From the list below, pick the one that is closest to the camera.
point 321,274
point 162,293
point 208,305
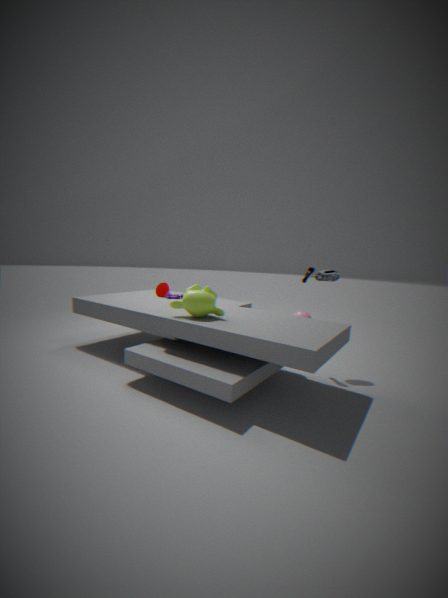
point 208,305
